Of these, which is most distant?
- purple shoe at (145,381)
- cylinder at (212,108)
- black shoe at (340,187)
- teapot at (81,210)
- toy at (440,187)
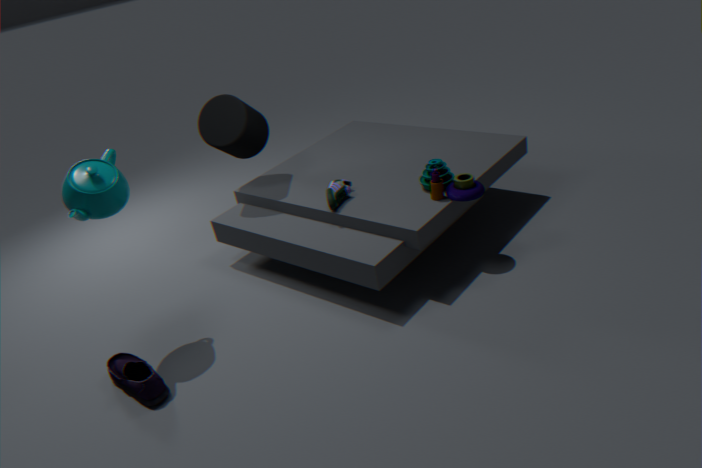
cylinder at (212,108)
